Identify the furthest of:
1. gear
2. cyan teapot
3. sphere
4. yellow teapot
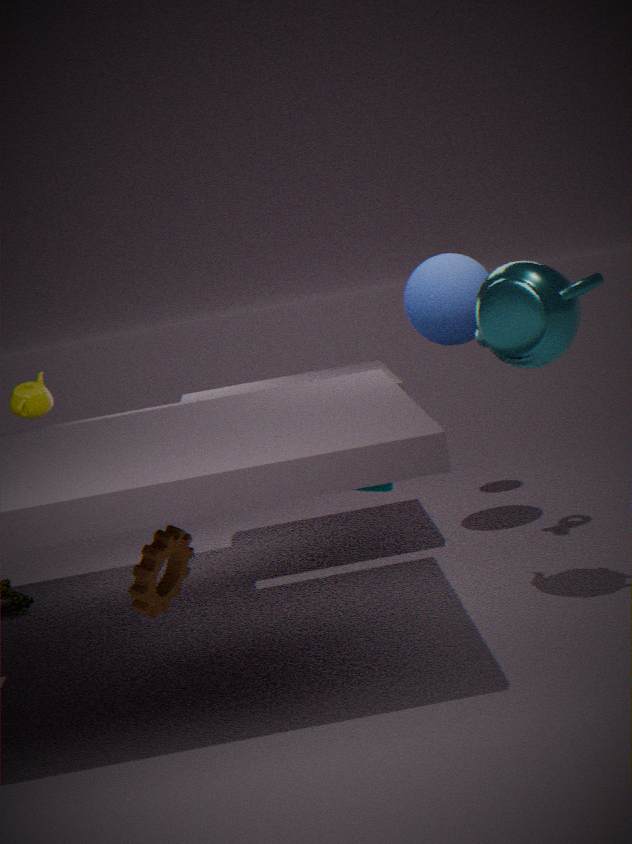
yellow teapot
